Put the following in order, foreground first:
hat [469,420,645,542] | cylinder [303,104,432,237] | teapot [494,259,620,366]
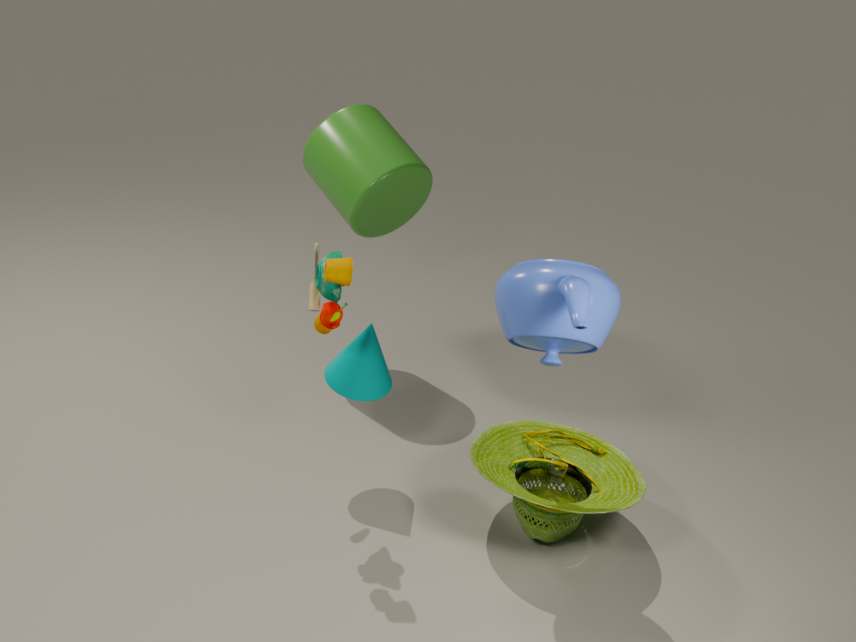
teapot [494,259,620,366]
hat [469,420,645,542]
cylinder [303,104,432,237]
